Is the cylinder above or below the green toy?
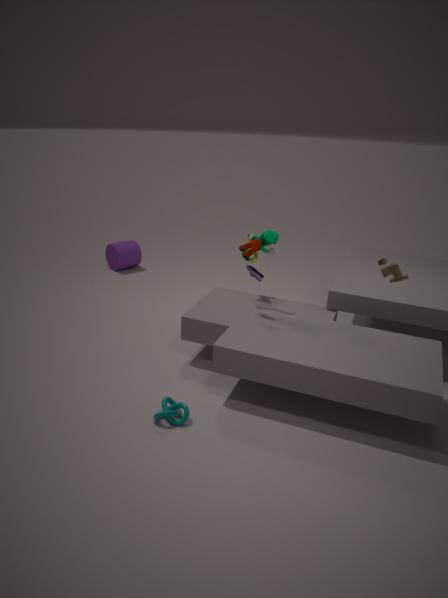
below
